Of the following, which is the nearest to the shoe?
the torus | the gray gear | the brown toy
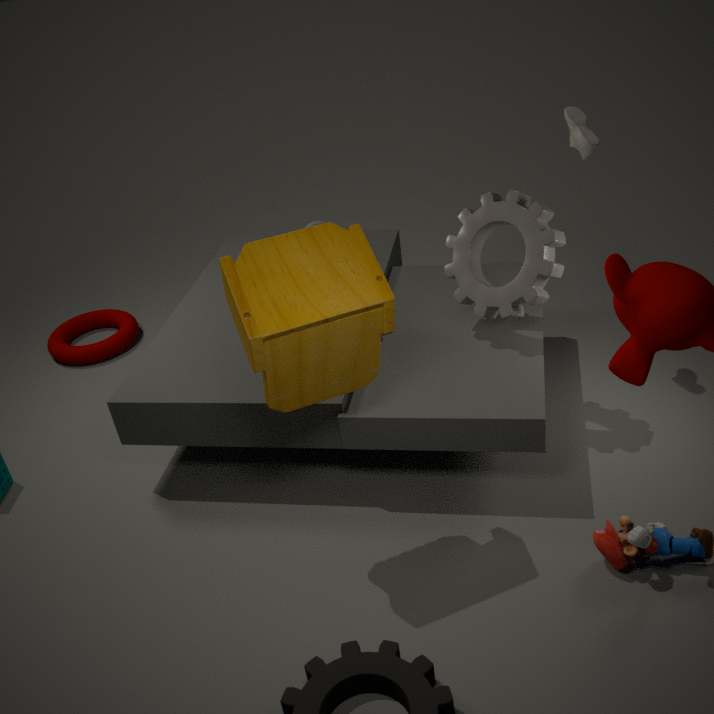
the gray gear
